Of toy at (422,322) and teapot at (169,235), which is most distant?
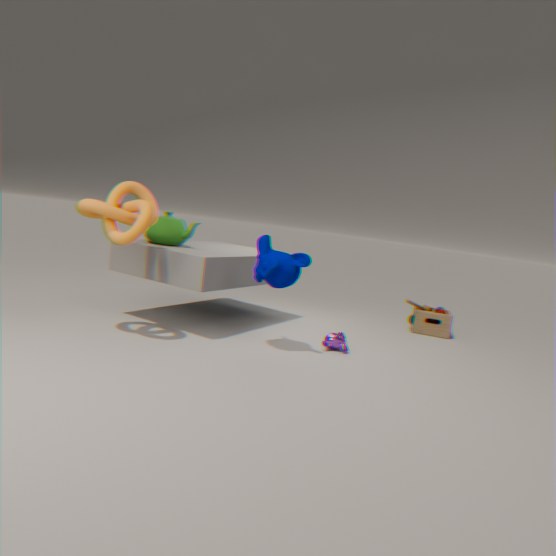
toy at (422,322)
